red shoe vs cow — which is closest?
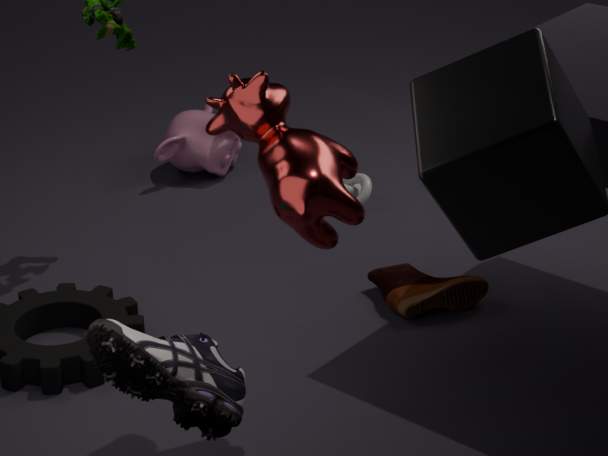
cow
